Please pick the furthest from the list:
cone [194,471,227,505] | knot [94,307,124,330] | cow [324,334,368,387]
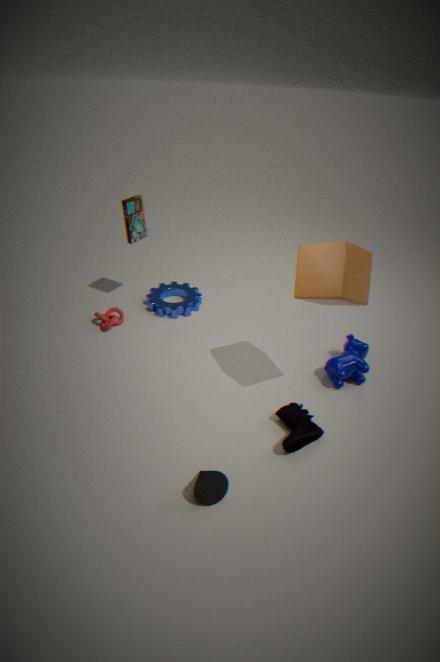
knot [94,307,124,330]
